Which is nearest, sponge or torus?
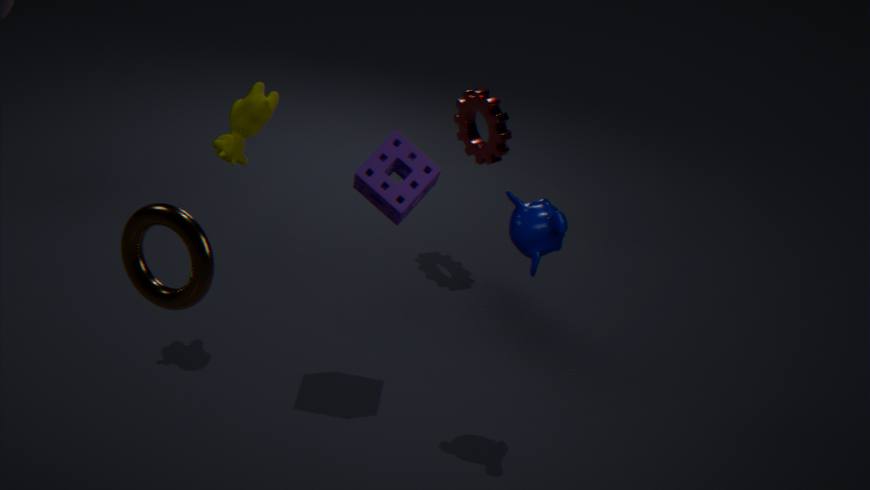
torus
